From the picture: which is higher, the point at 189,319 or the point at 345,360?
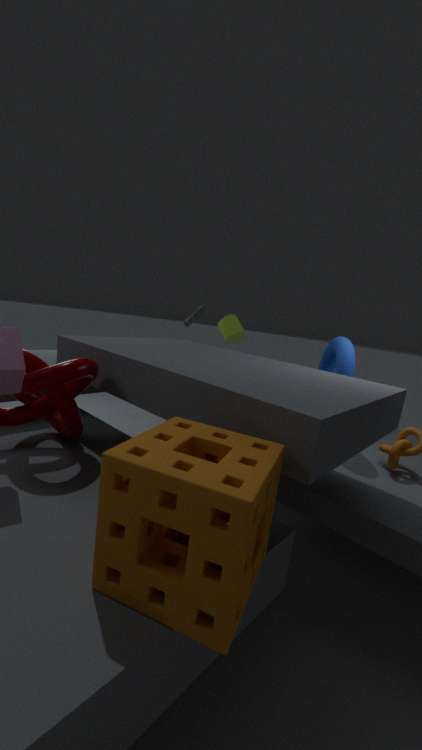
the point at 189,319
